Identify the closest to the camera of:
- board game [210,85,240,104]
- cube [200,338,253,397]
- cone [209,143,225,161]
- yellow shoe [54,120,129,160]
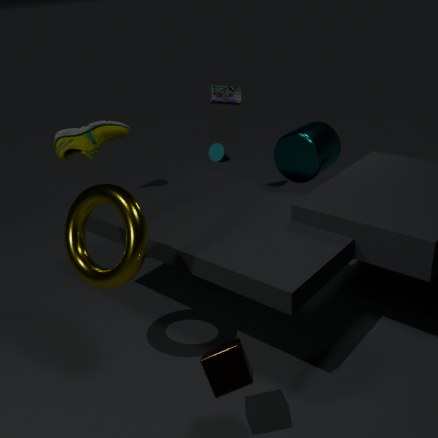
cube [200,338,253,397]
